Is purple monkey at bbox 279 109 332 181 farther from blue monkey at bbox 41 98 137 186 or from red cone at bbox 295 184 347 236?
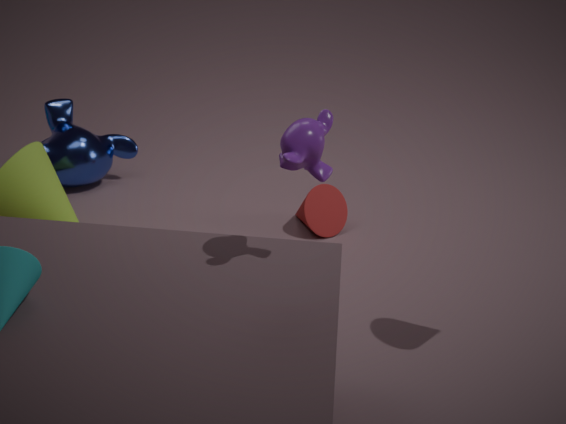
blue monkey at bbox 41 98 137 186
